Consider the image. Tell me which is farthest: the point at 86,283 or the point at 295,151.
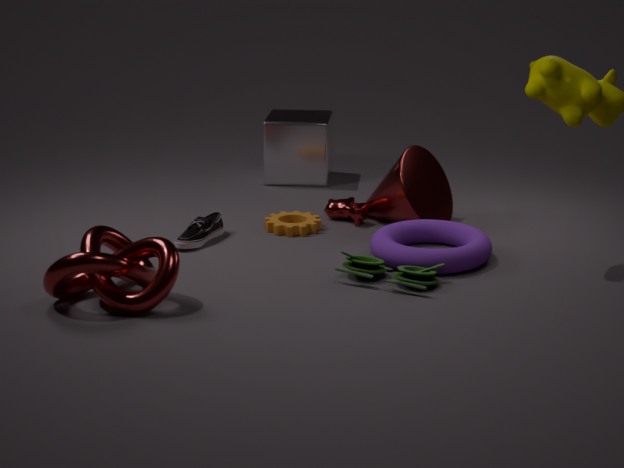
the point at 295,151
